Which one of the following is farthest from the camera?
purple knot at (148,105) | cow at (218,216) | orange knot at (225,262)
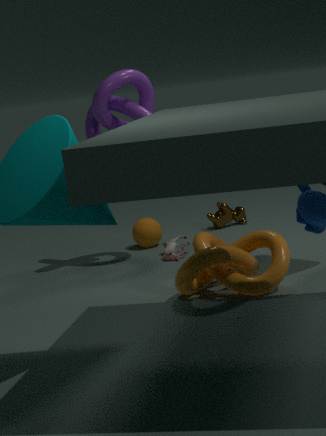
cow at (218,216)
